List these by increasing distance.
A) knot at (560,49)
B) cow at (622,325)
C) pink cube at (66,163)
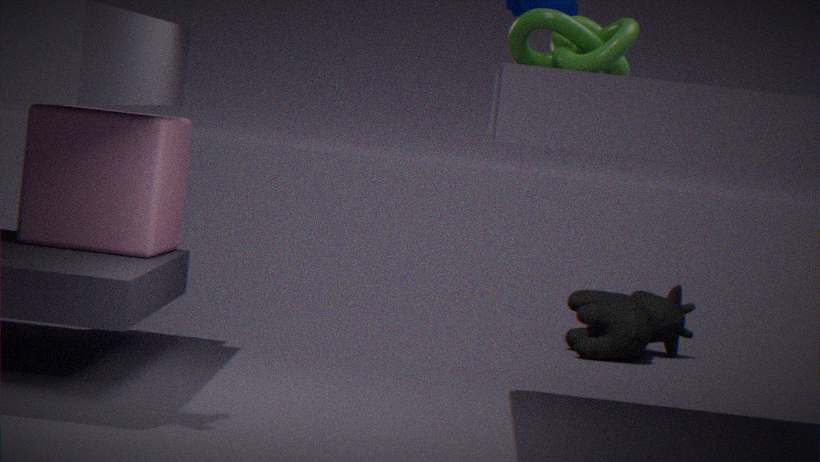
knot at (560,49) < pink cube at (66,163) < cow at (622,325)
